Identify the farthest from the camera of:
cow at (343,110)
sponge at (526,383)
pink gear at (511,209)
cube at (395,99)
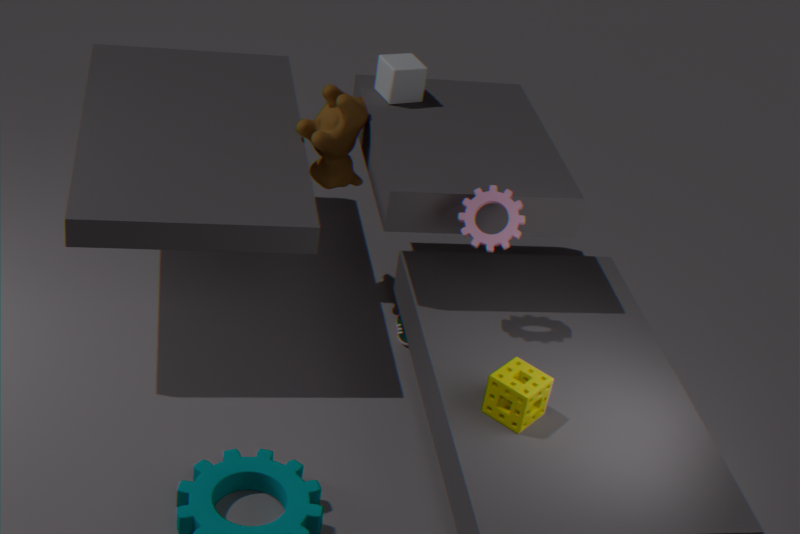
cube at (395,99)
